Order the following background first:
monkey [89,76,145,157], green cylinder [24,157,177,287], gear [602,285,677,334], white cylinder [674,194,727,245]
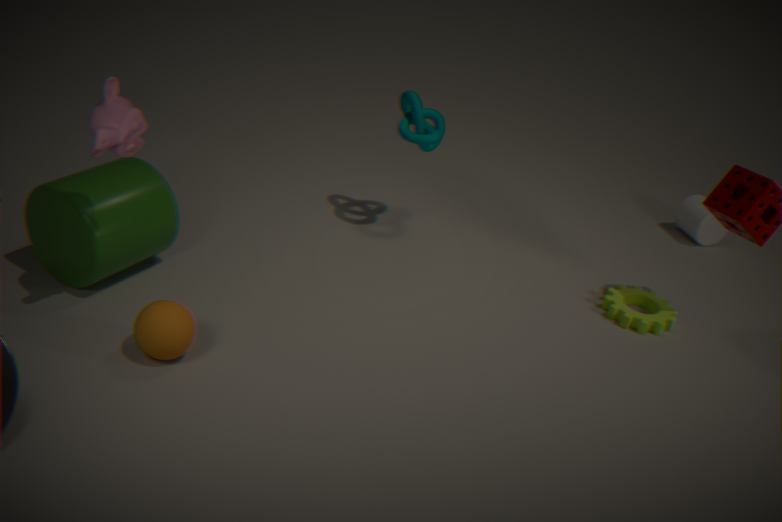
white cylinder [674,194,727,245] → gear [602,285,677,334] → green cylinder [24,157,177,287] → monkey [89,76,145,157]
